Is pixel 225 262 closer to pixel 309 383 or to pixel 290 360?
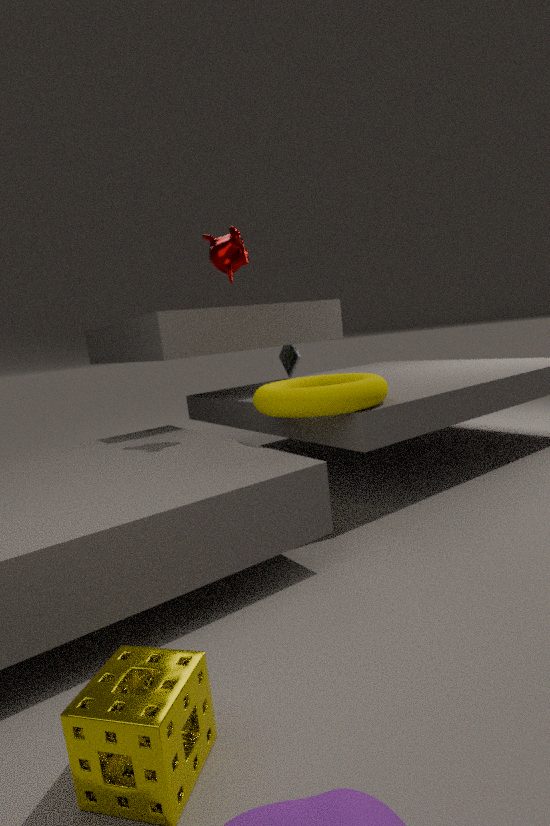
pixel 309 383
